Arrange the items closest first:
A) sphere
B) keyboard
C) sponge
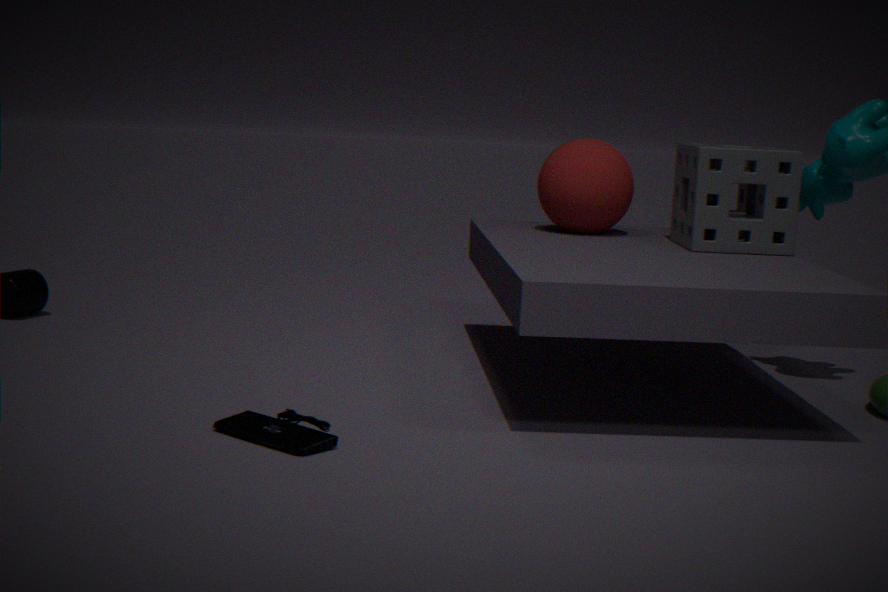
keyboard
sponge
sphere
